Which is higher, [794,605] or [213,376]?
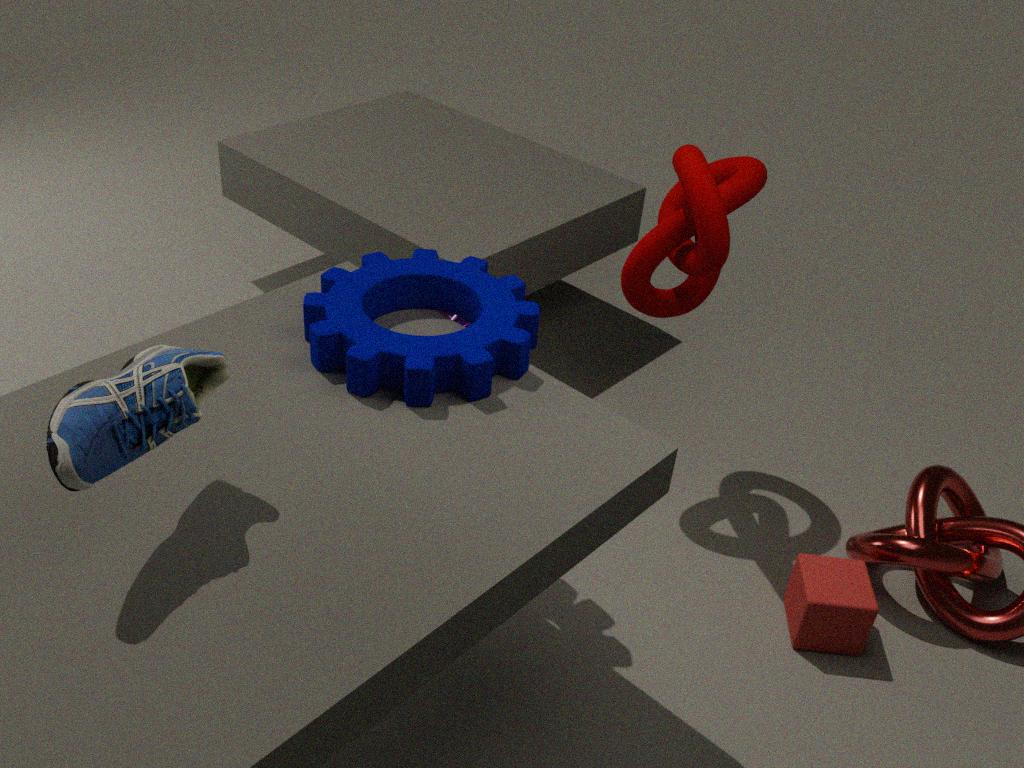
[213,376]
